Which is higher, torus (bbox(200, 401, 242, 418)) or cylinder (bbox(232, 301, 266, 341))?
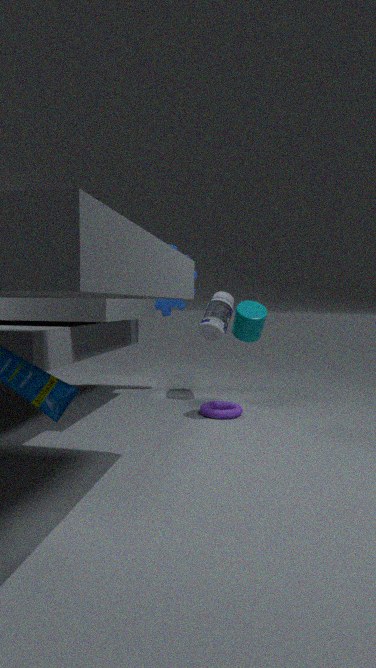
cylinder (bbox(232, 301, 266, 341))
